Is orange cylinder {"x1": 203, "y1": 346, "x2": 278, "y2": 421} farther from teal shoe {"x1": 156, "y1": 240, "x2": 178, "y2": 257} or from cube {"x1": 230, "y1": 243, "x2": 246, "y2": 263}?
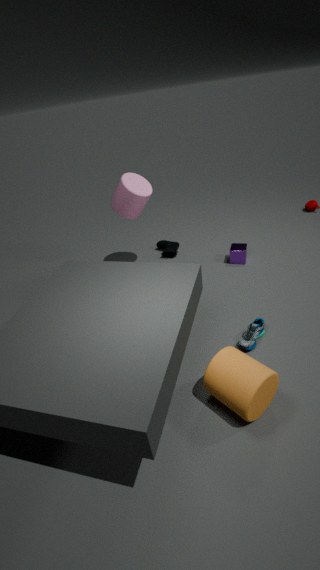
teal shoe {"x1": 156, "y1": 240, "x2": 178, "y2": 257}
